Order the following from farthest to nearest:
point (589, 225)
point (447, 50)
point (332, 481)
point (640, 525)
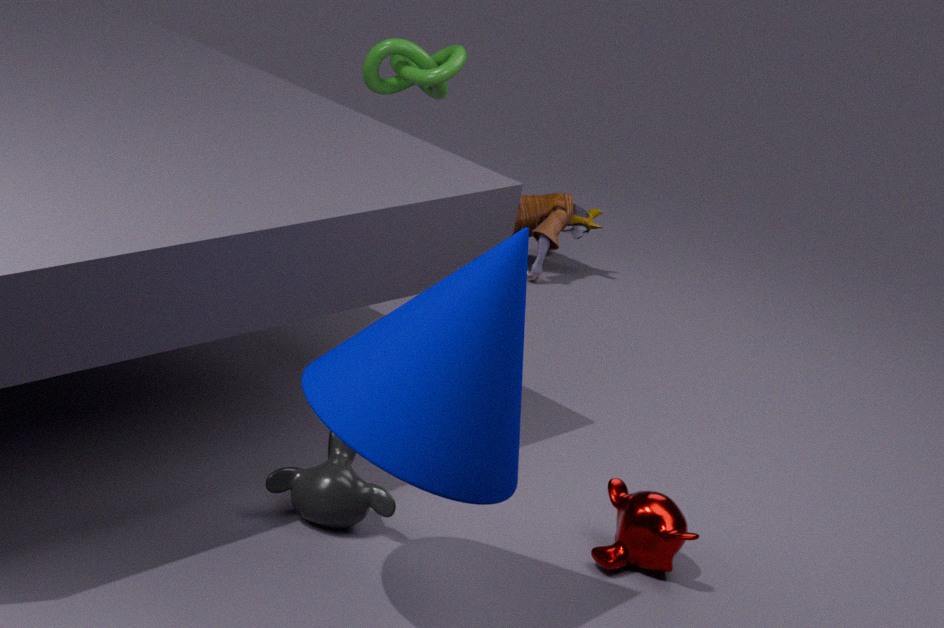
point (589, 225)
point (447, 50)
point (640, 525)
point (332, 481)
